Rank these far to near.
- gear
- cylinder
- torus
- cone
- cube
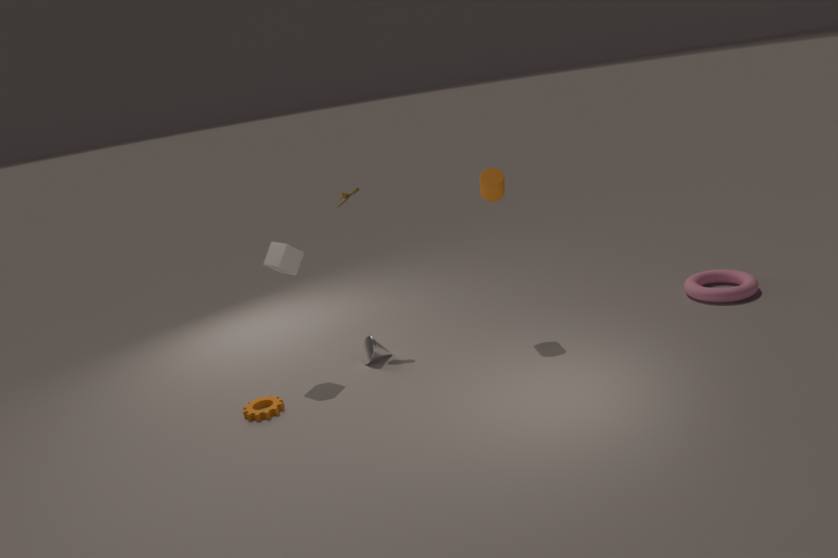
torus < cone < cylinder < cube < gear
